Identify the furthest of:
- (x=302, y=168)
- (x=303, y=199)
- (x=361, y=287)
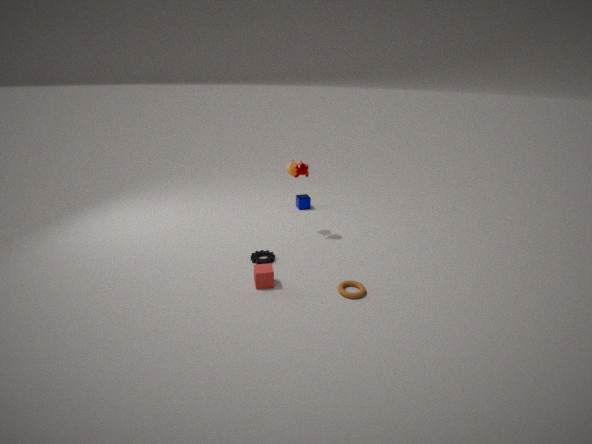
(x=303, y=199)
